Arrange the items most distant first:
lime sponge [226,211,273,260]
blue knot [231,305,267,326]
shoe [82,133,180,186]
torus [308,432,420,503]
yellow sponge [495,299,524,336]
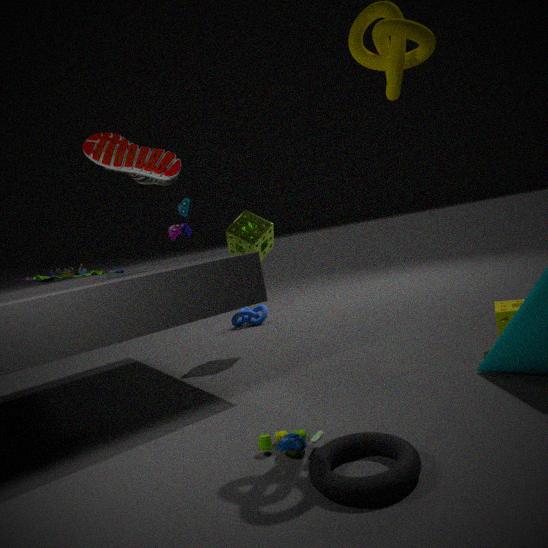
blue knot [231,305,267,326] → lime sponge [226,211,273,260] → shoe [82,133,180,186] → yellow sponge [495,299,524,336] → torus [308,432,420,503]
